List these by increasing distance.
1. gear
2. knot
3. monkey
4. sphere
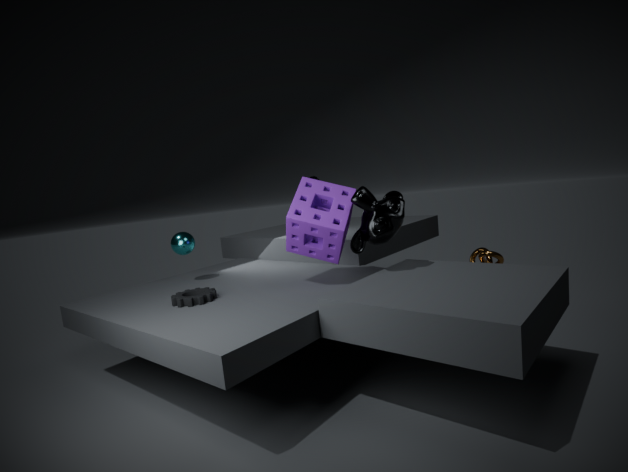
monkey → gear → knot → sphere
